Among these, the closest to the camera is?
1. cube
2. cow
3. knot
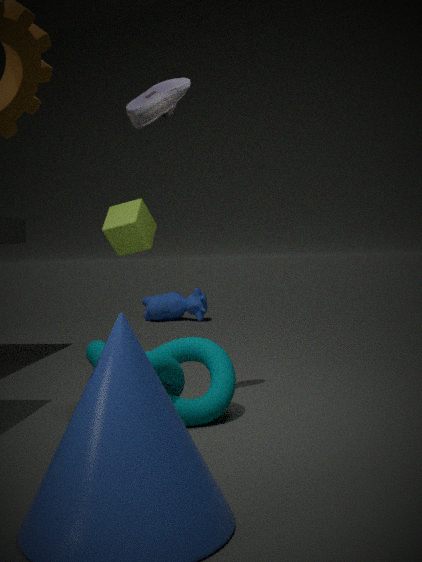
knot
